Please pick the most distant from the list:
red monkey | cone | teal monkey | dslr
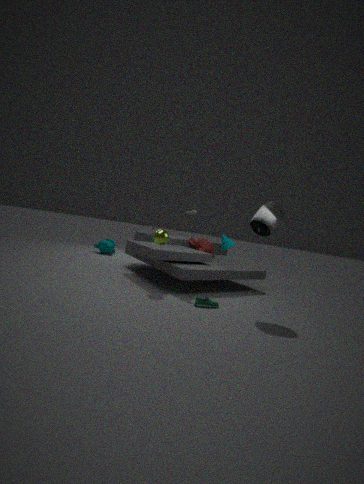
teal monkey
